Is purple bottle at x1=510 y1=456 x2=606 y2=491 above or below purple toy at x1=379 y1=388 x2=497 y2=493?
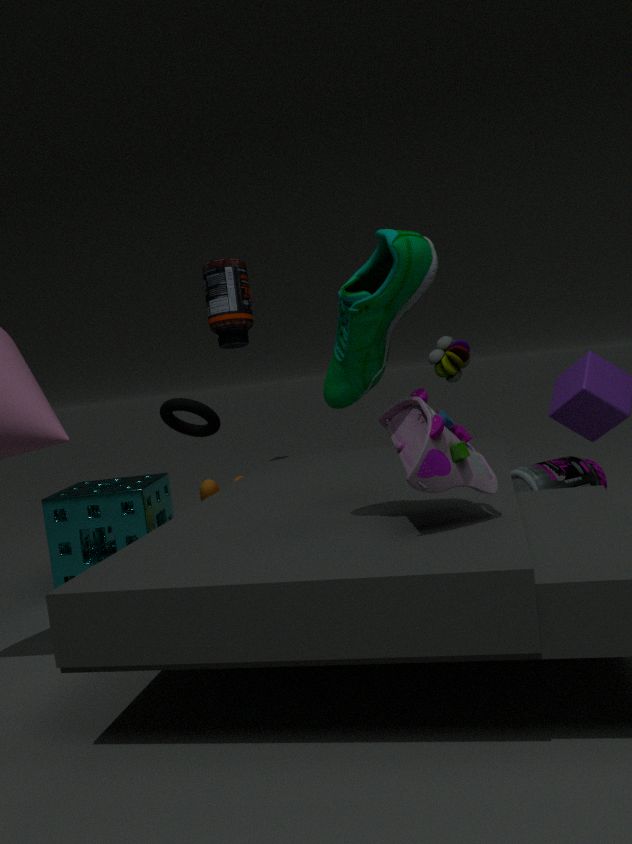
below
